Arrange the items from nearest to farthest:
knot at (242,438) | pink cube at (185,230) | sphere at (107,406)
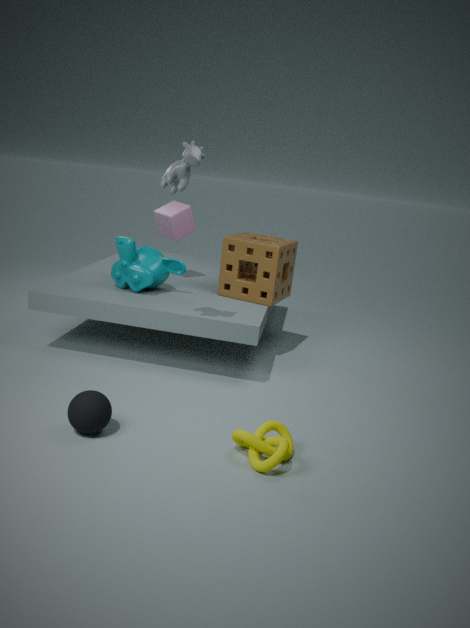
knot at (242,438), sphere at (107,406), pink cube at (185,230)
